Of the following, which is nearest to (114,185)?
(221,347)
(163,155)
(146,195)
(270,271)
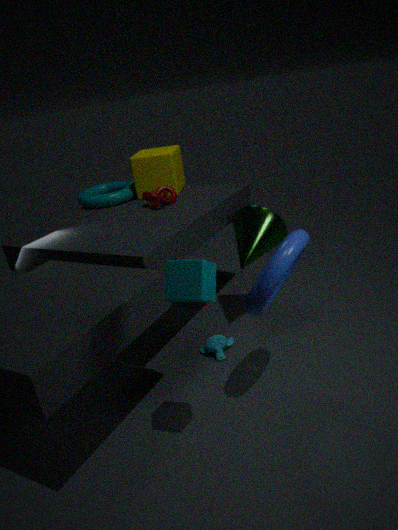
(163,155)
